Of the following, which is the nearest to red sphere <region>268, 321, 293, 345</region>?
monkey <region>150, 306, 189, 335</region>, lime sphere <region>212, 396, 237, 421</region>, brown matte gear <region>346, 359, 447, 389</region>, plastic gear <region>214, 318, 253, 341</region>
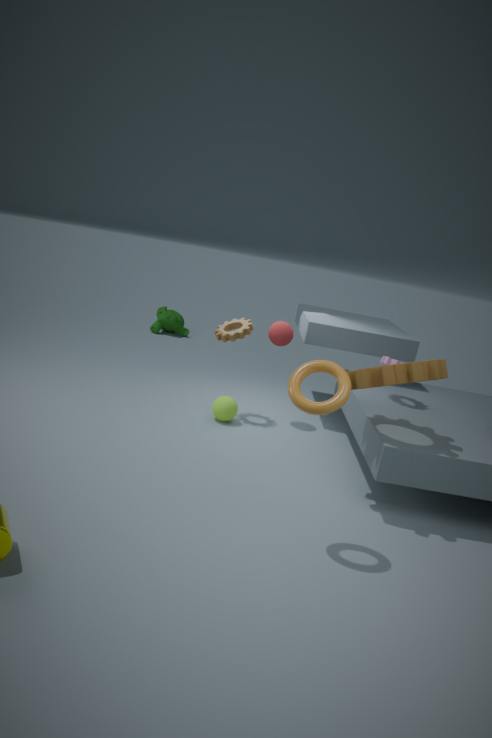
plastic gear <region>214, 318, 253, 341</region>
